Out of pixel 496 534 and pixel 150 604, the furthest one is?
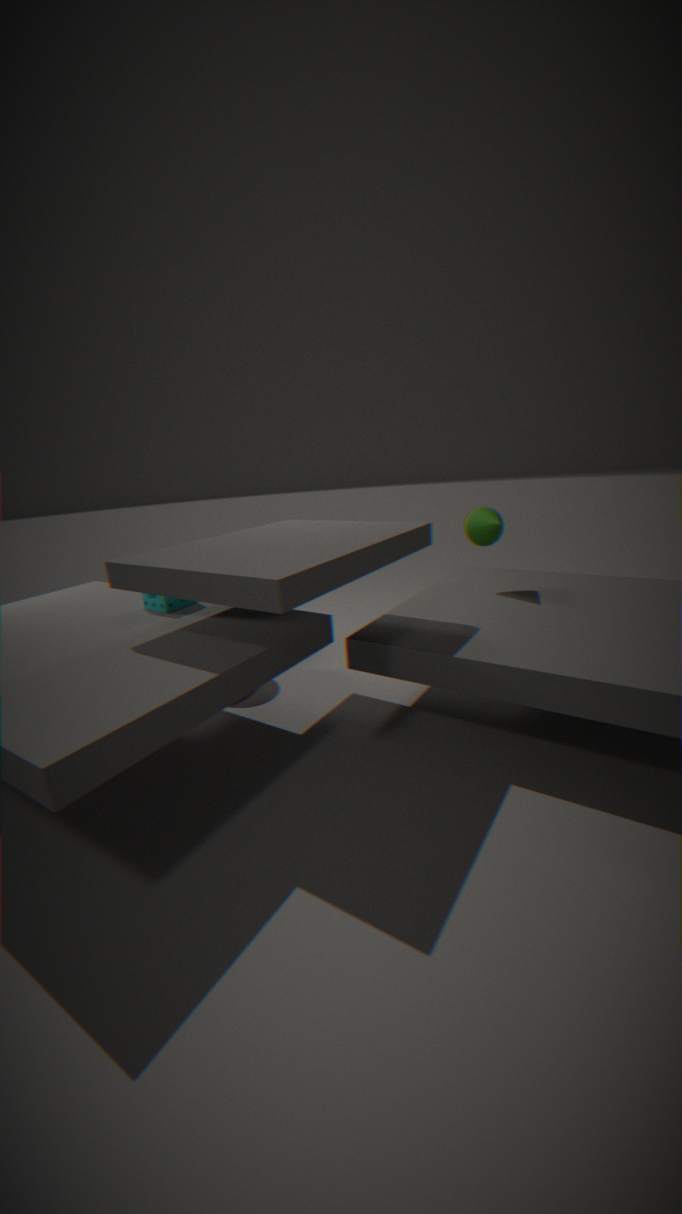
pixel 496 534
